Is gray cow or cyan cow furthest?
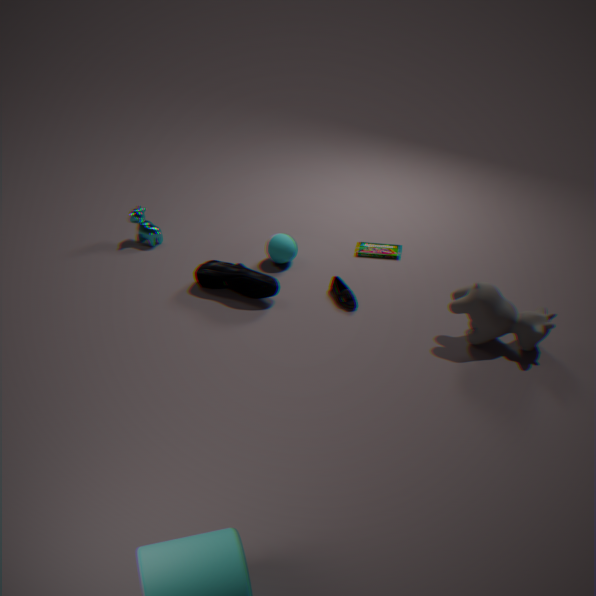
cyan cow
